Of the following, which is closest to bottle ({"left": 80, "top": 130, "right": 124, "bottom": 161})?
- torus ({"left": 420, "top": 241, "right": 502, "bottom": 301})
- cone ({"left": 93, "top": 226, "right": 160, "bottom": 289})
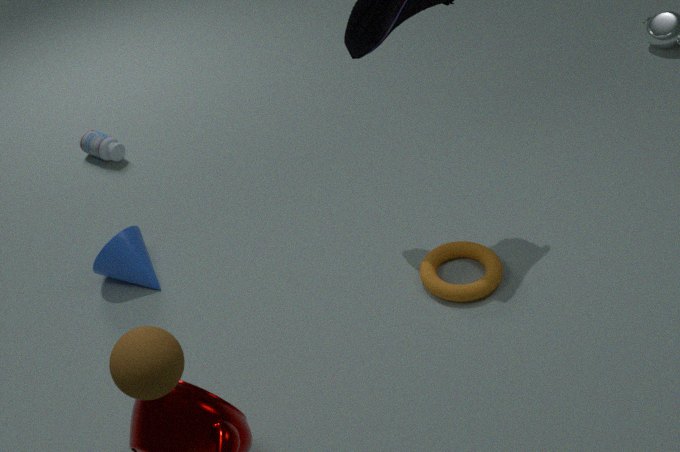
cone ({"left": 93, "top": 226, "right": 160, "bottom": 289})
